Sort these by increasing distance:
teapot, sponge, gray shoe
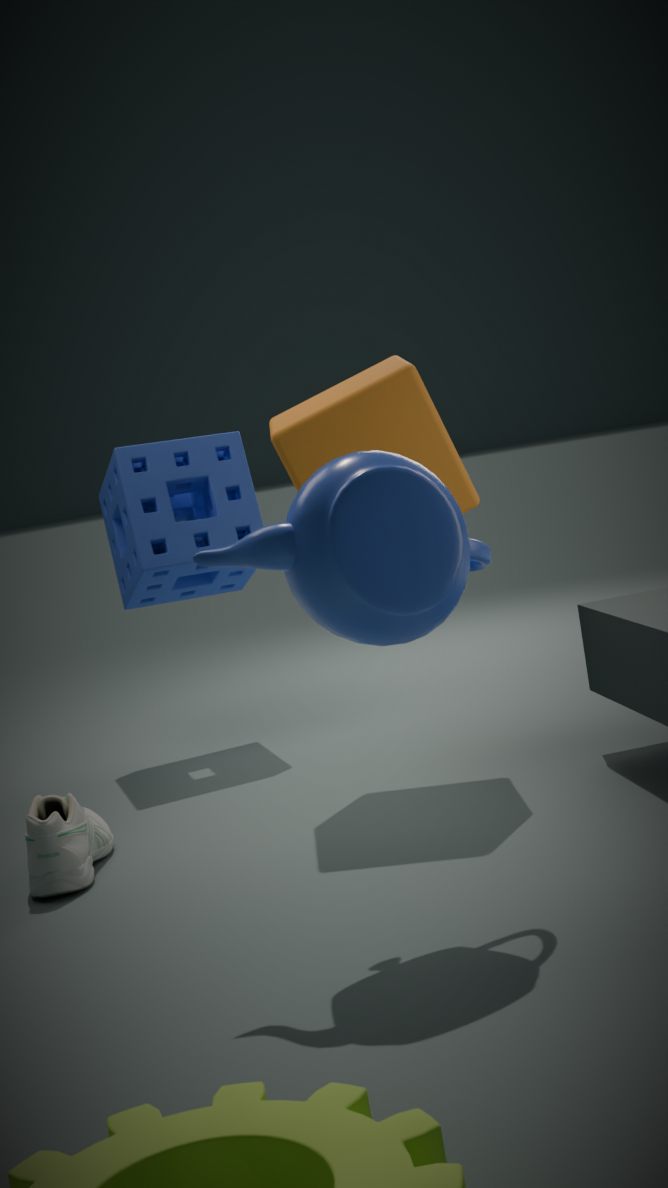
teapot < gray shoe < sponge
